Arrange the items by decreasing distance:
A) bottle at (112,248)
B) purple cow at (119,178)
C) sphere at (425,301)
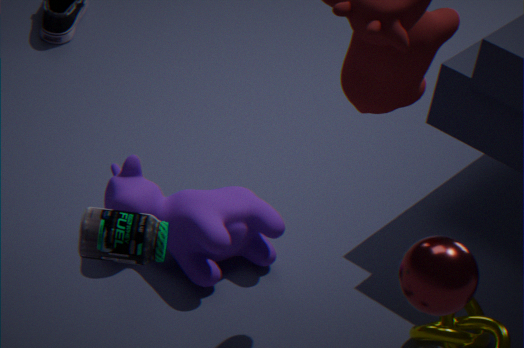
purple cow at (119,178) < bottle at (112,248) < sphere at (425,301)
